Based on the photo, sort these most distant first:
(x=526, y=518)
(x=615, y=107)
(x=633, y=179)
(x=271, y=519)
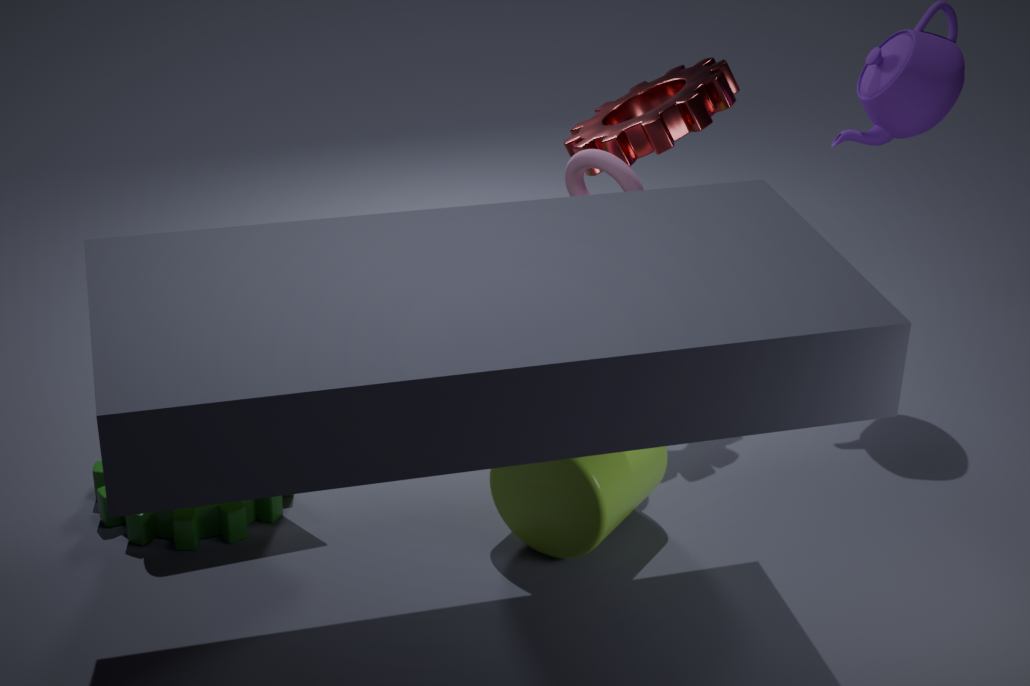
(x=615, y=107), (x=633, y=179), (x=271, y=519), (x=526, y=518)
